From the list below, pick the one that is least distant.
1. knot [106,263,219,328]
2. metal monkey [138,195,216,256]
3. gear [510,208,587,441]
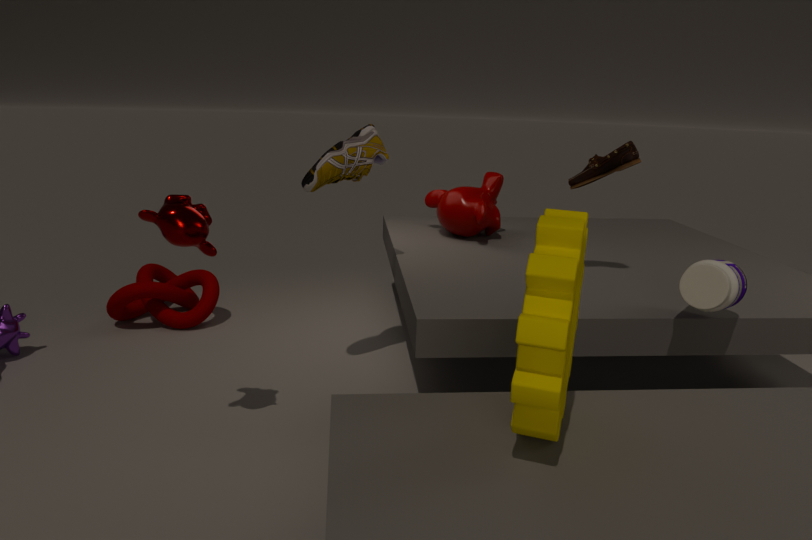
gear [510,208,587,441]
